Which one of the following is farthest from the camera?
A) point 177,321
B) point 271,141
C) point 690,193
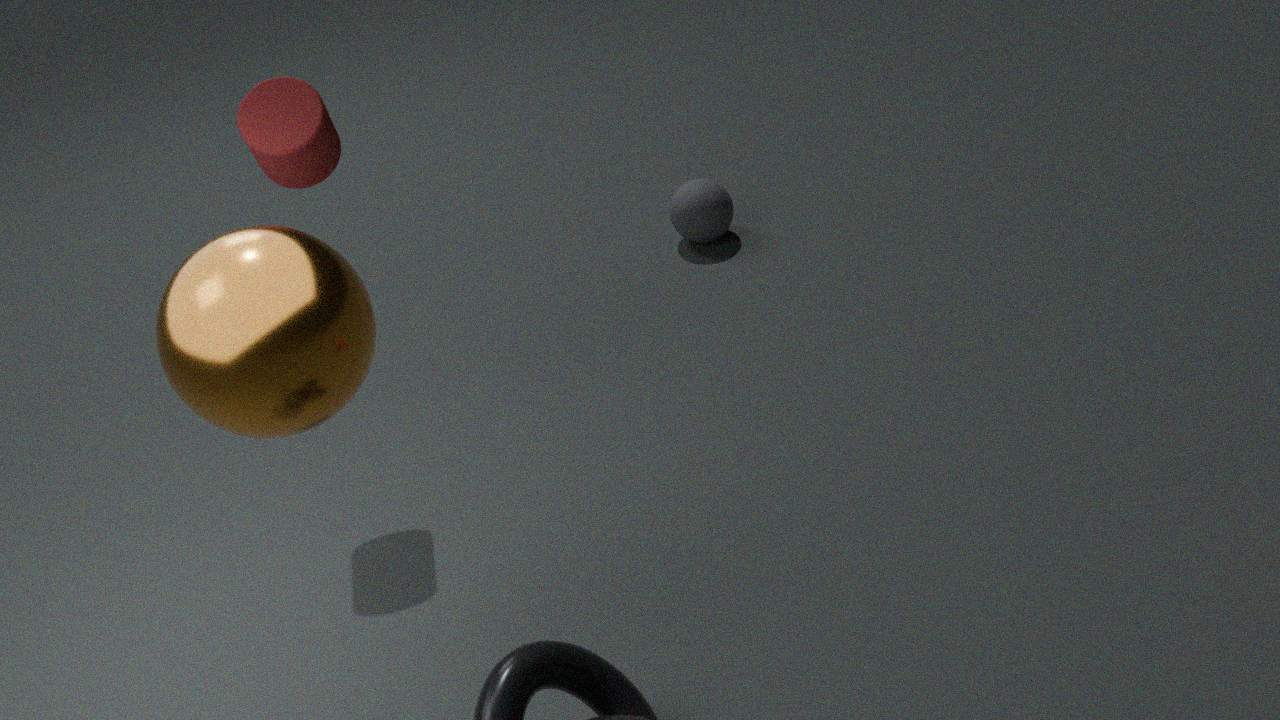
point 690,193
